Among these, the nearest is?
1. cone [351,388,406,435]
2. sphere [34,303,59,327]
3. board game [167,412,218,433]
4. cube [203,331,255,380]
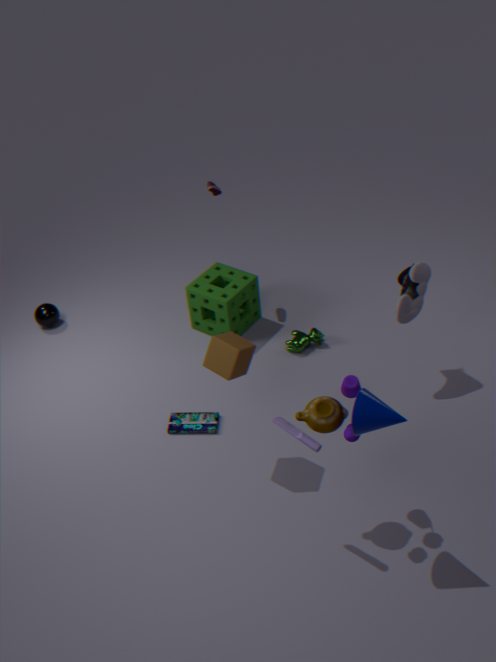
cone [351,388,406,435]
